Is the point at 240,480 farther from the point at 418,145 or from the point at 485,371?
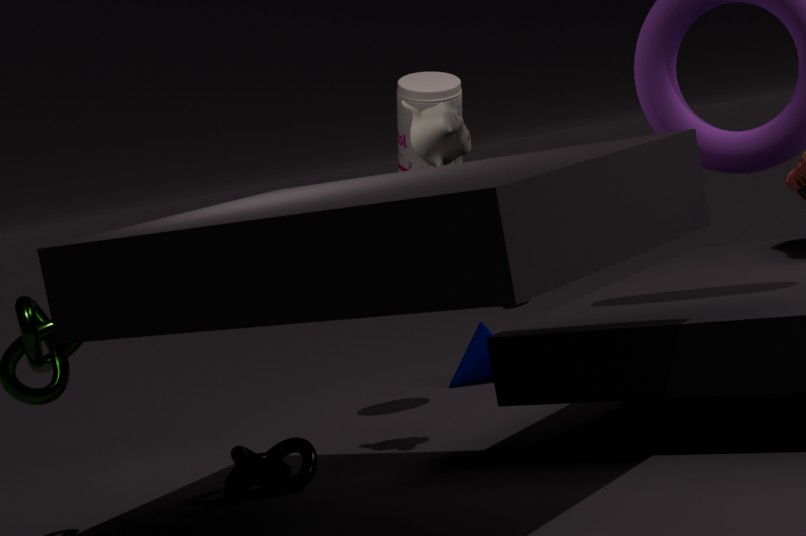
the point at 485,371
